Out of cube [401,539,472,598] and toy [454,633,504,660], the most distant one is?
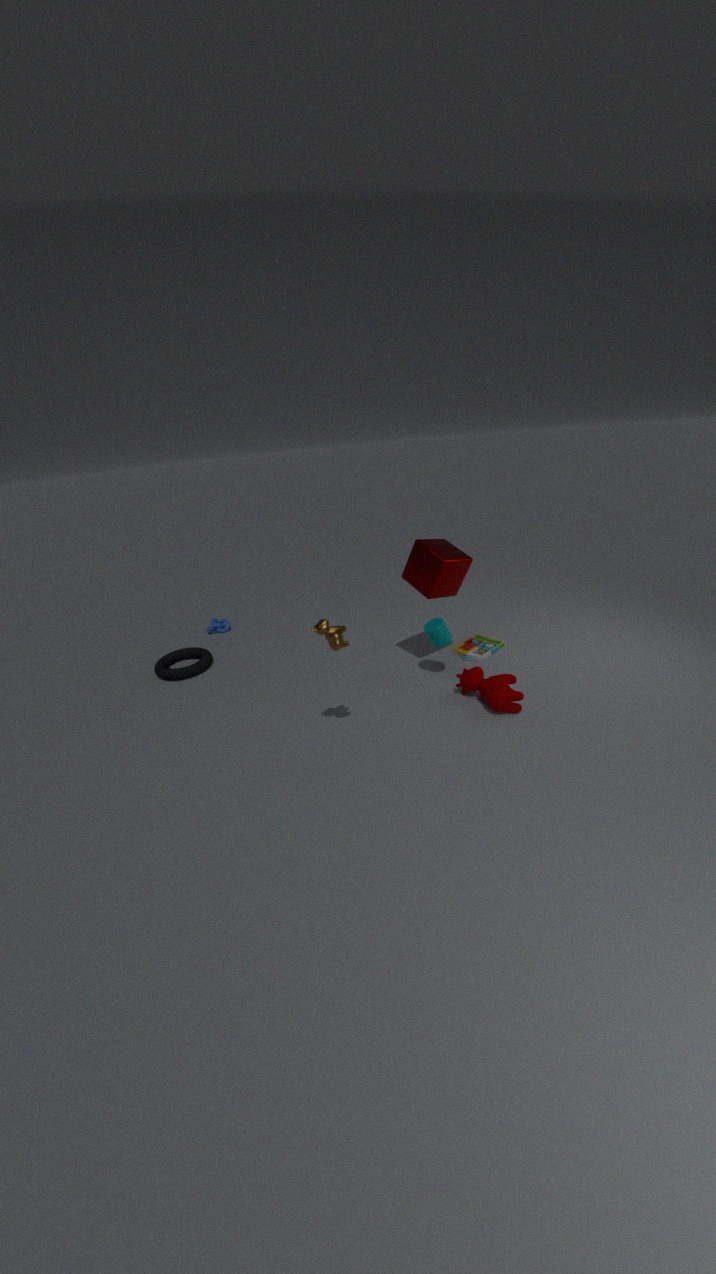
toy [454,633,504,660]
